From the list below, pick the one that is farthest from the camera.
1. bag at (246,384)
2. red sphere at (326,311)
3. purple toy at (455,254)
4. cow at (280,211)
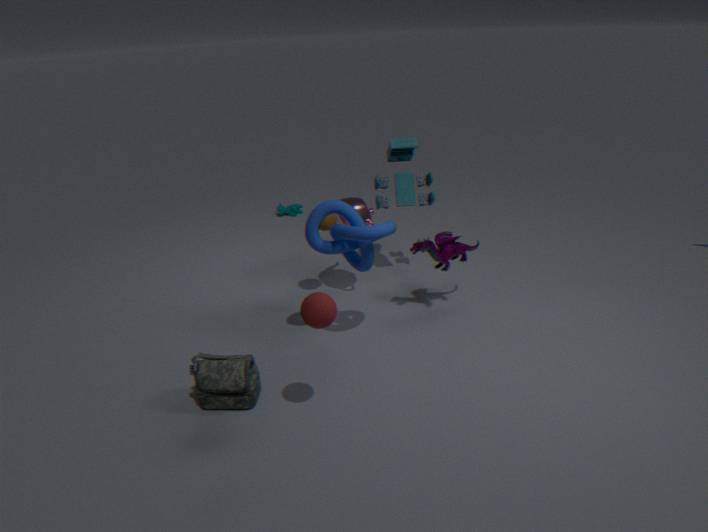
cow at (280,211)
